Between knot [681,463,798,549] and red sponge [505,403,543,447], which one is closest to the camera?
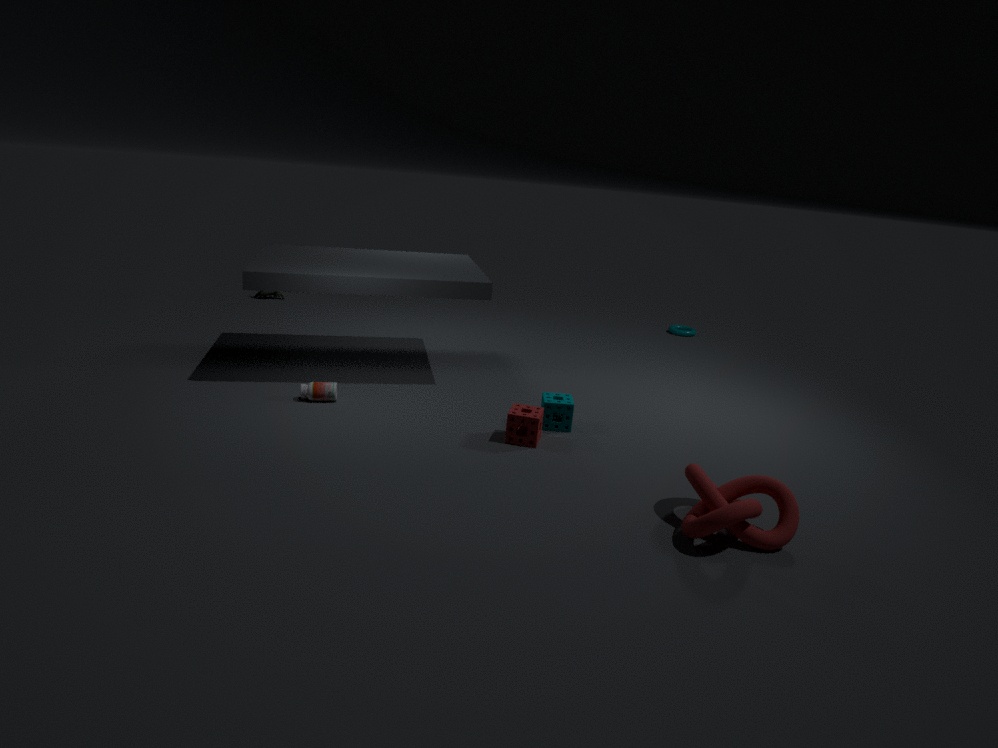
knot [681,463,798,549]
